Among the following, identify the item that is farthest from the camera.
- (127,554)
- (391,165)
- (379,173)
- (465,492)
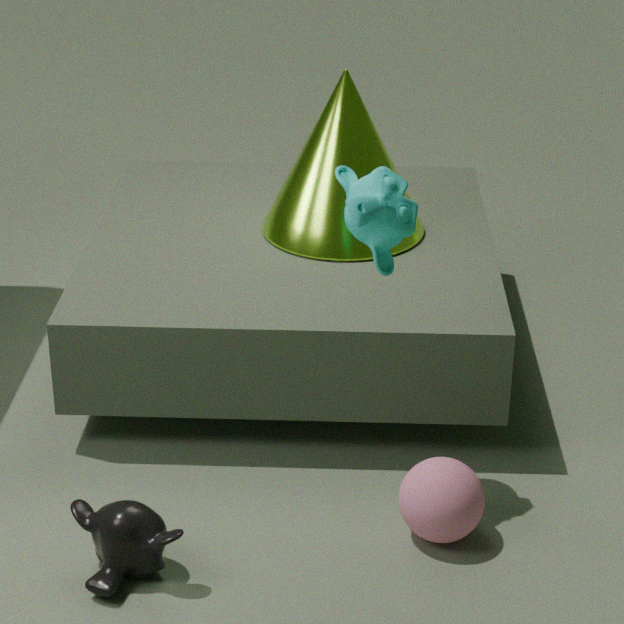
(391,165)
